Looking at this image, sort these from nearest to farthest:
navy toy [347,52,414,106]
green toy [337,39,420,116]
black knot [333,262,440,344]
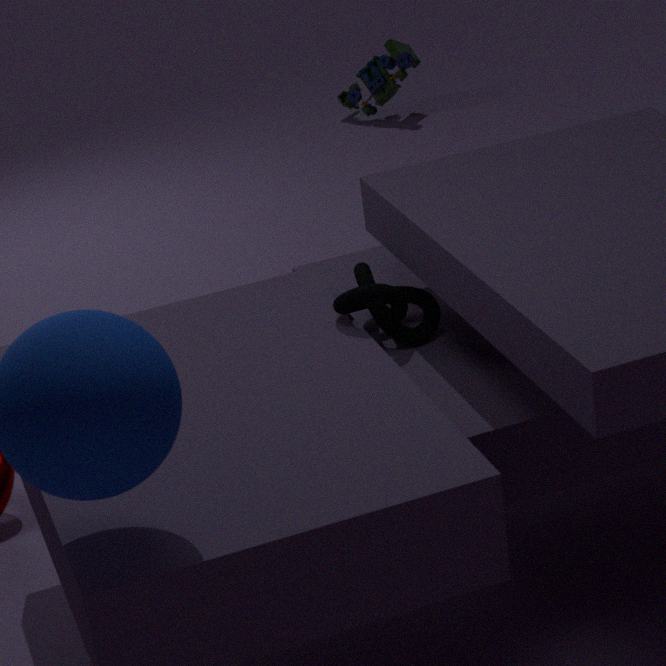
black knot [333,262,440,344] < navy toy [347,52,414,106] < green toy [337,39,420,116]
